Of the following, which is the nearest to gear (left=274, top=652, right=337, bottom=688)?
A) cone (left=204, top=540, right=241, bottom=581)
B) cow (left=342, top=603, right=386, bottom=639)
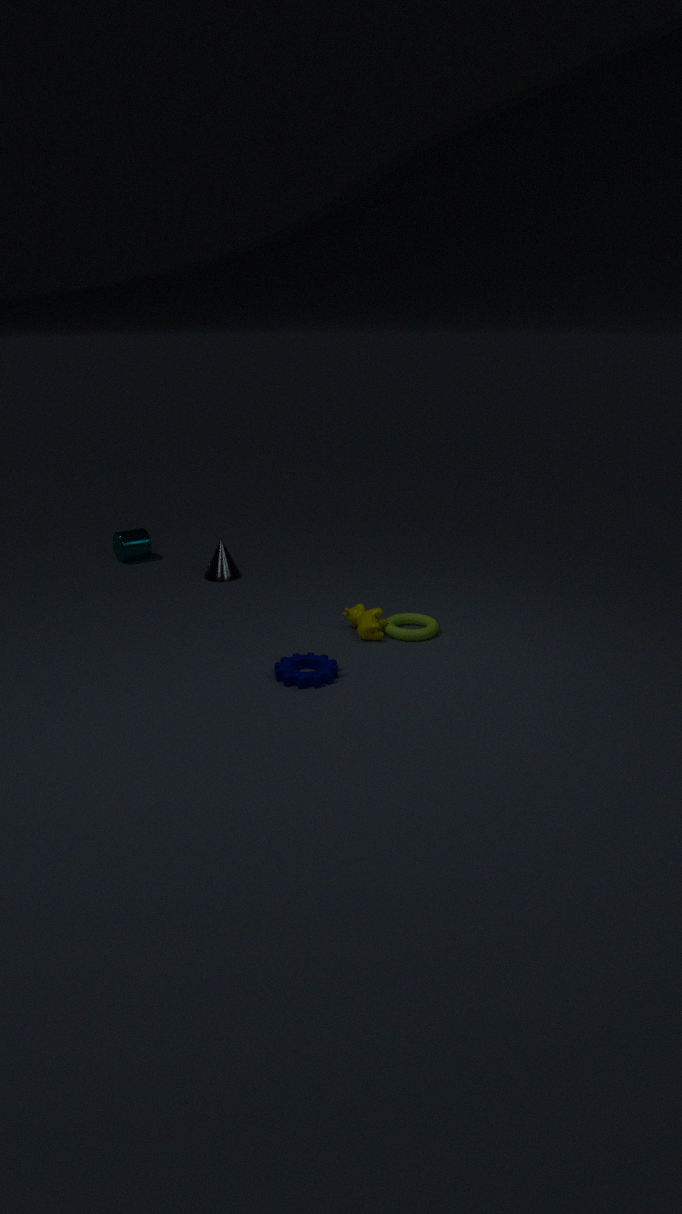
cow (left=342, top=603, right=386, bottom=639)
